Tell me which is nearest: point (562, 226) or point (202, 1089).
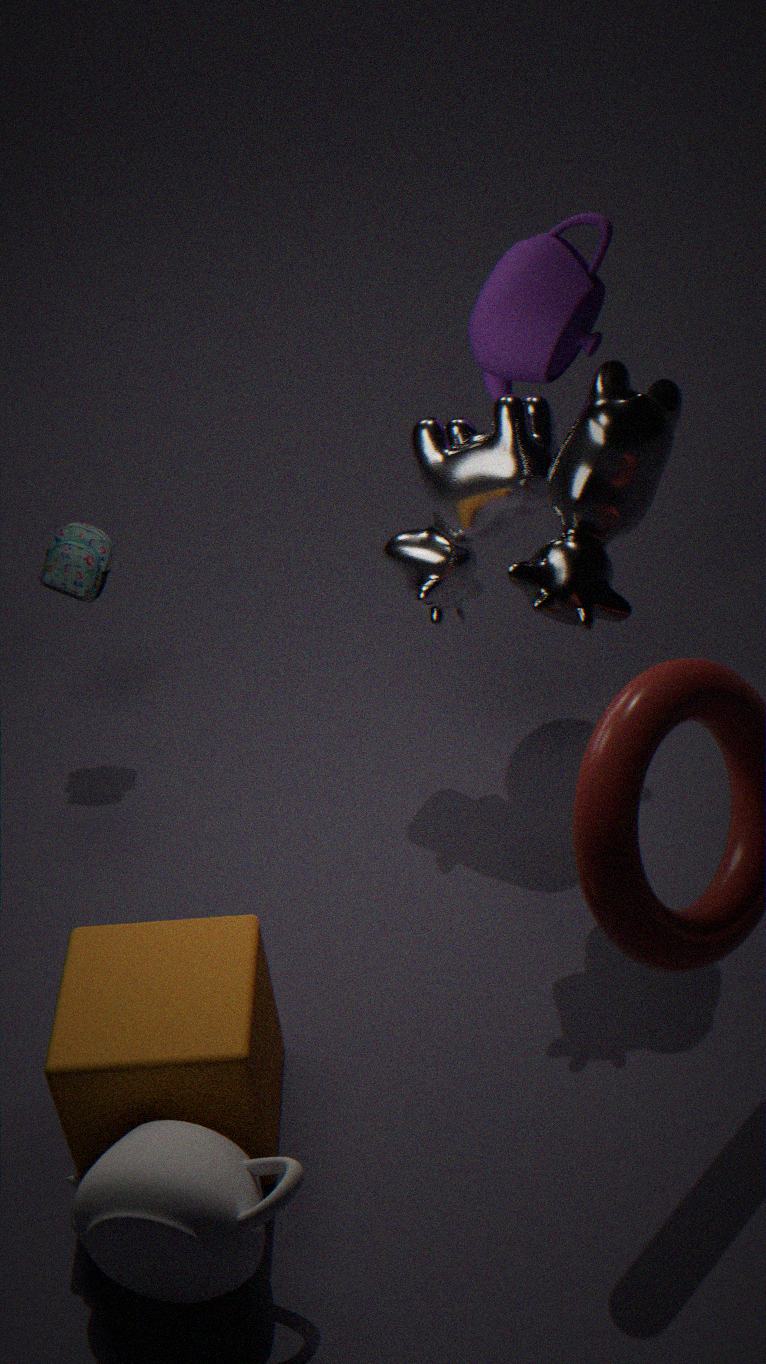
point (202, 1089)
